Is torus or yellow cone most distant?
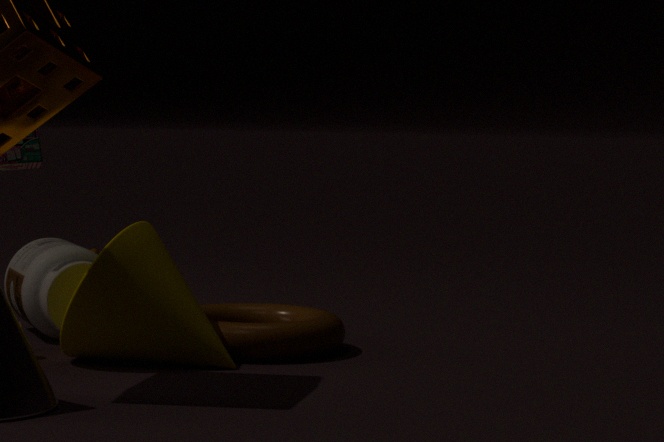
torus
